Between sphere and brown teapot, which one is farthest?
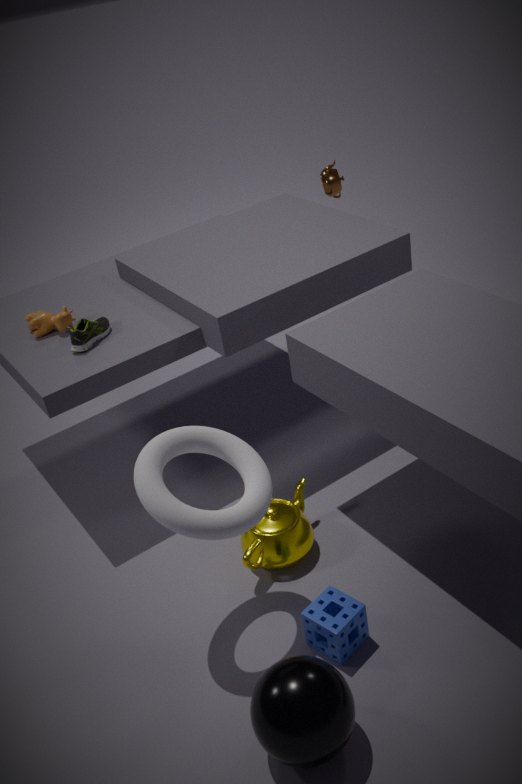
brown teapot
